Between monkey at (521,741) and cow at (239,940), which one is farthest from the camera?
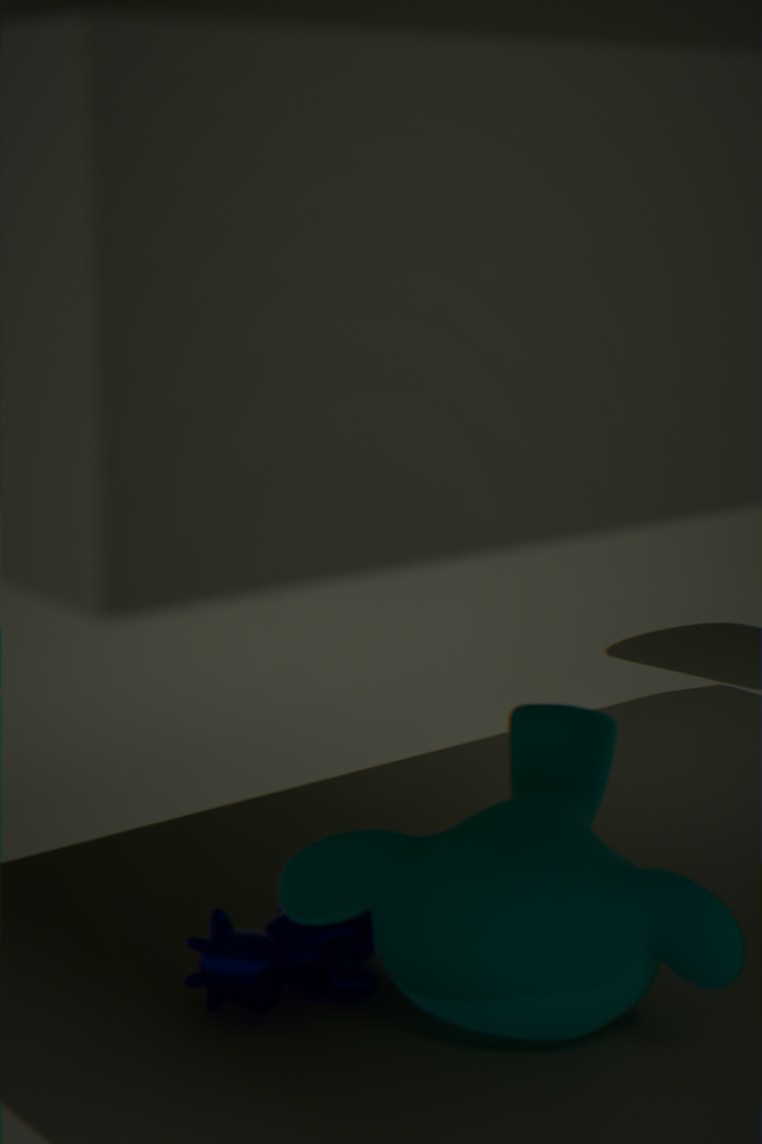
cow at (239,940)
